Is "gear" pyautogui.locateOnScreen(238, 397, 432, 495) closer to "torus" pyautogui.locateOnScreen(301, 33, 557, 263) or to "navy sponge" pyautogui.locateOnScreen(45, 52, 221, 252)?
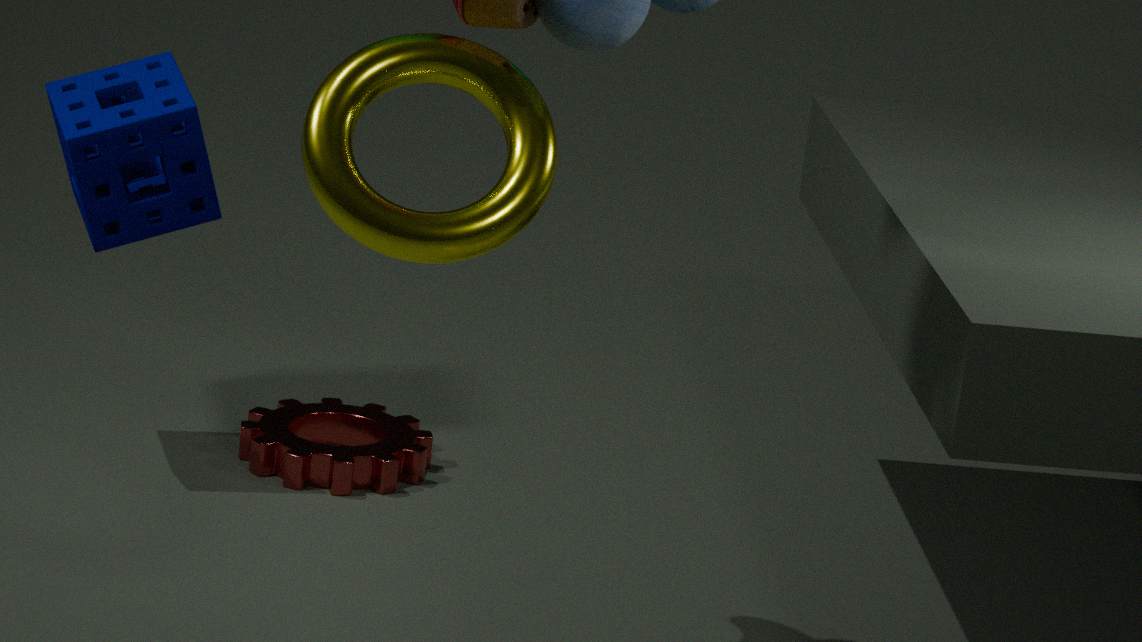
"navy sponge" pyautogui.locateOnScreen(45, 52, 221, 252)
